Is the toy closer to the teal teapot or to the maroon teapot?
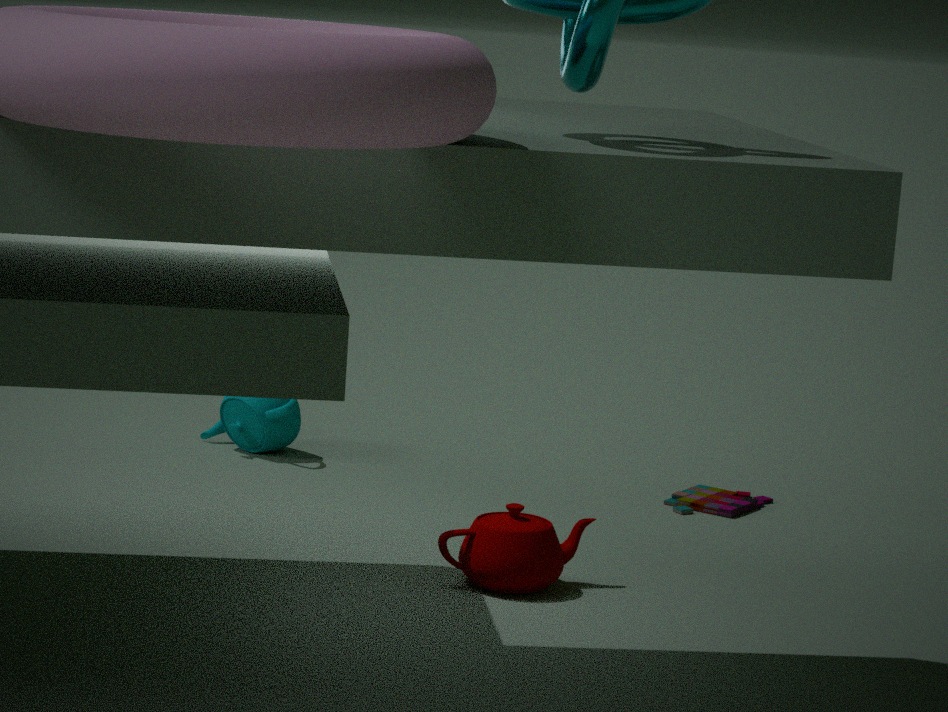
the maroon teapot
